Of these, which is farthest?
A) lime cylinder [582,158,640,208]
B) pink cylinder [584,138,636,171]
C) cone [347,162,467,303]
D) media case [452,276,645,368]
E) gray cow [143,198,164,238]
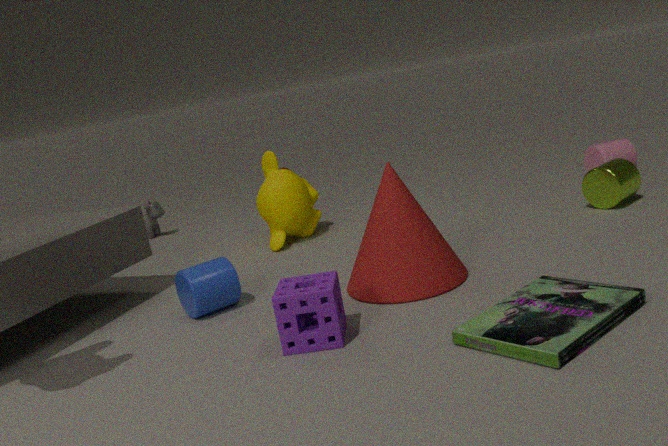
gray cow [143,198,164,238]
